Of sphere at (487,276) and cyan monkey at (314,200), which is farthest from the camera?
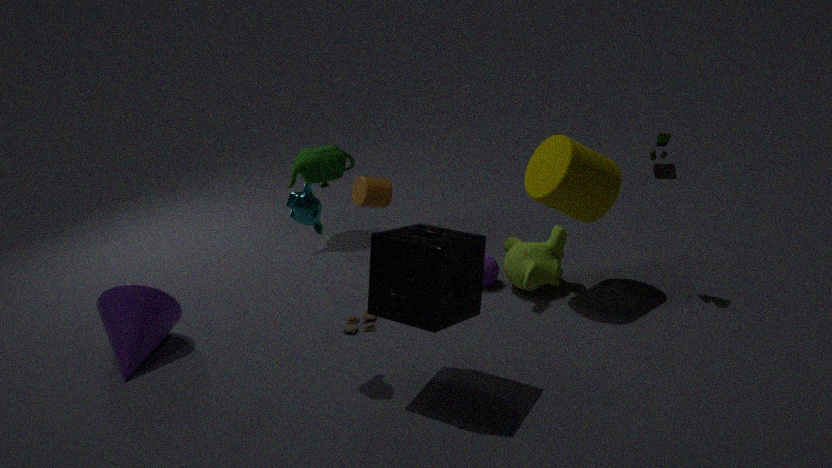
sphere at (487,276)
